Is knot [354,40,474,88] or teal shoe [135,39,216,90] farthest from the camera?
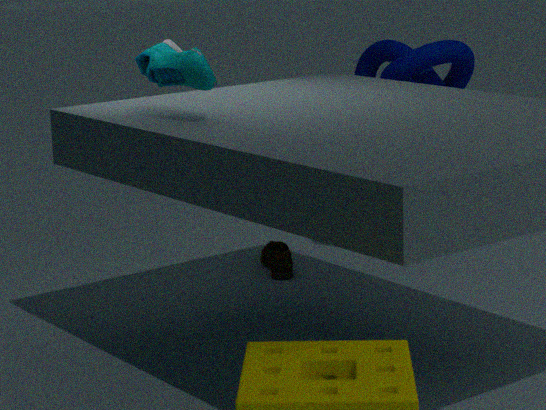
knot [354,40,474,88]
